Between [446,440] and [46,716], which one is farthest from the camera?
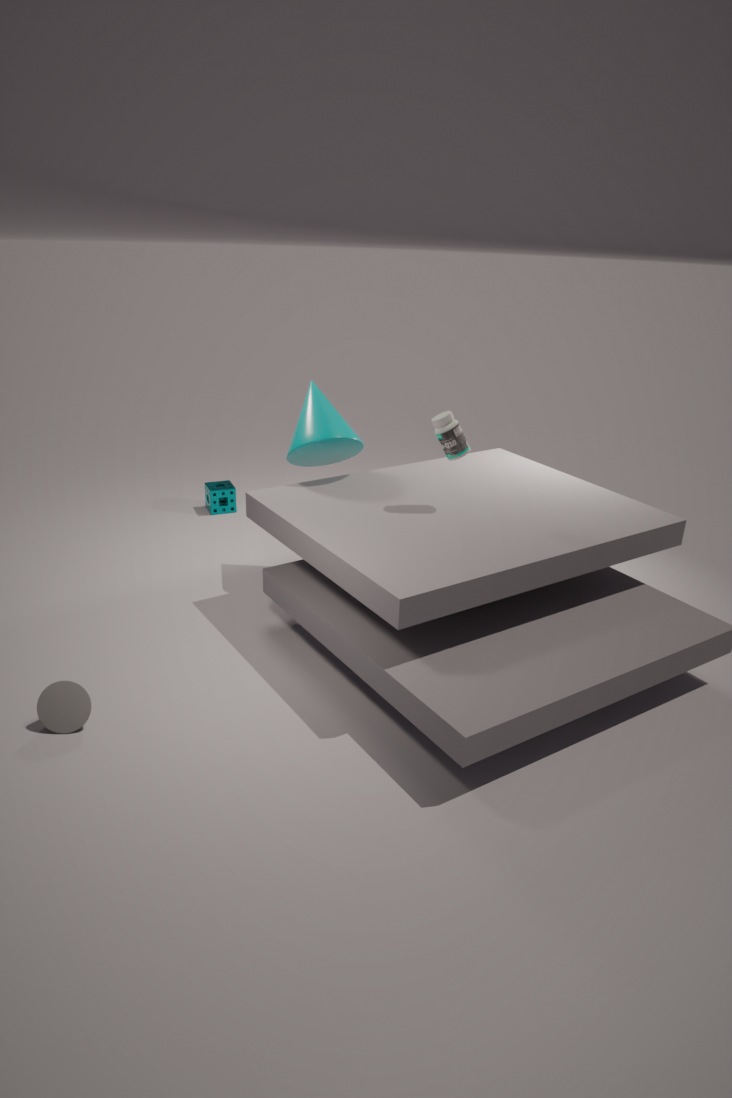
[446,440]
